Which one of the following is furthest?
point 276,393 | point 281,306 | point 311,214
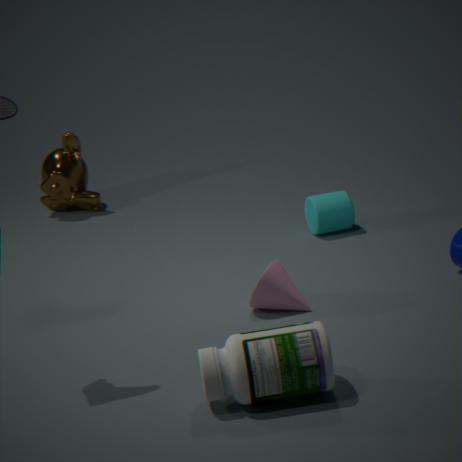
point 311,214
